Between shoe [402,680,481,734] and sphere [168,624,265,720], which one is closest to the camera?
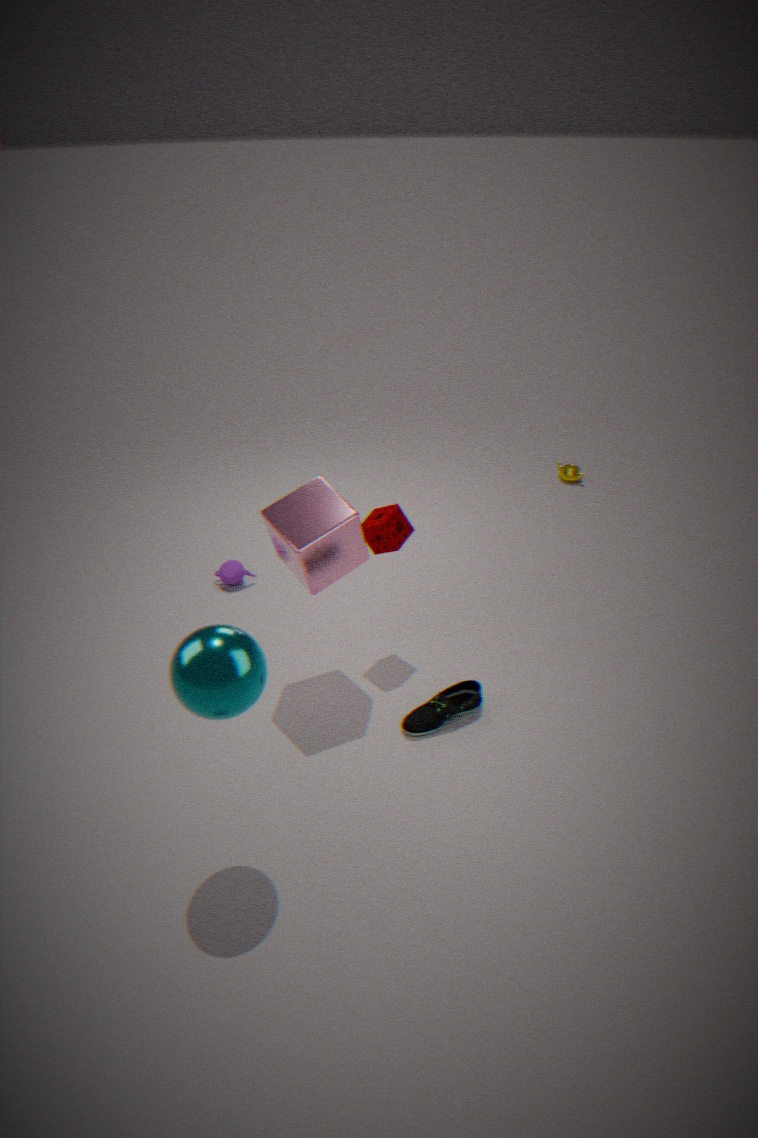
sphere [168,624,265,720]
